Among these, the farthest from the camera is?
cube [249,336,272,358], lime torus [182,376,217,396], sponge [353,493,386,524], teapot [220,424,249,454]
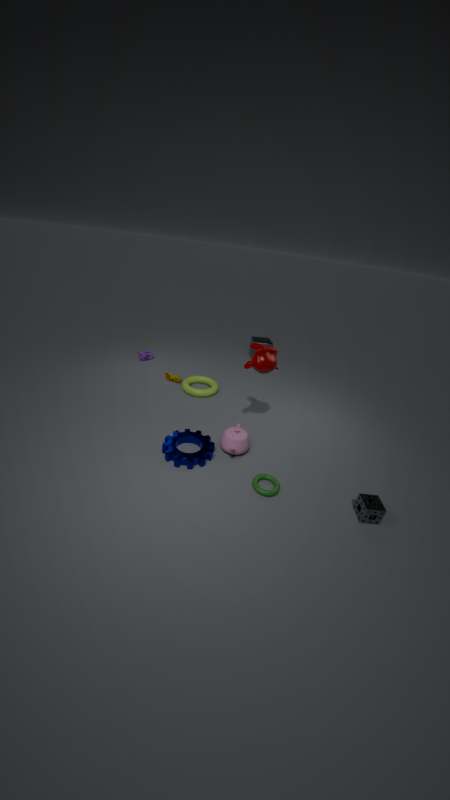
cube [249,336,272,358]
